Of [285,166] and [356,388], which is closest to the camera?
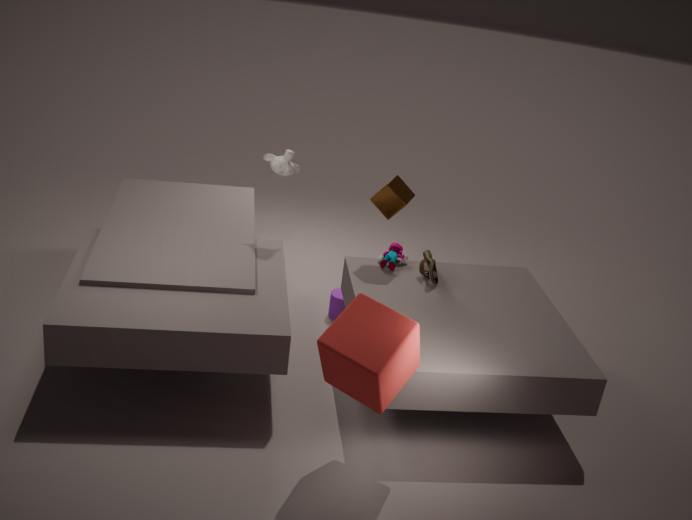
[356,388]
